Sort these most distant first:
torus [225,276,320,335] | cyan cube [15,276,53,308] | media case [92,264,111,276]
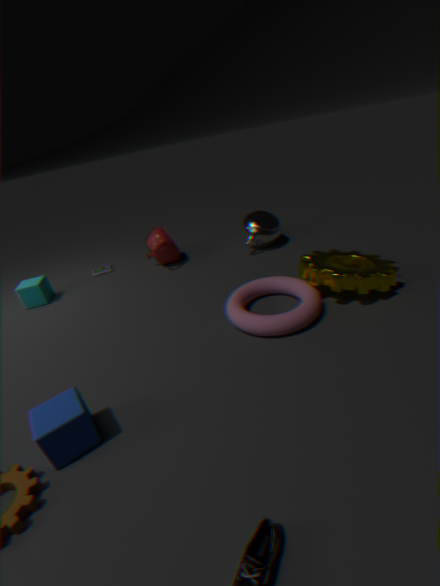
media case [92,264,111,276] → cyan cube [15,276,53,308] → torus [225,276,320,335]
